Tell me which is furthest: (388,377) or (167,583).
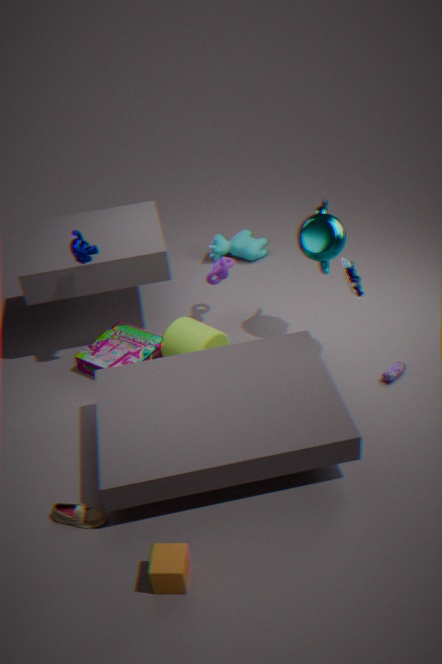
(388,377)
